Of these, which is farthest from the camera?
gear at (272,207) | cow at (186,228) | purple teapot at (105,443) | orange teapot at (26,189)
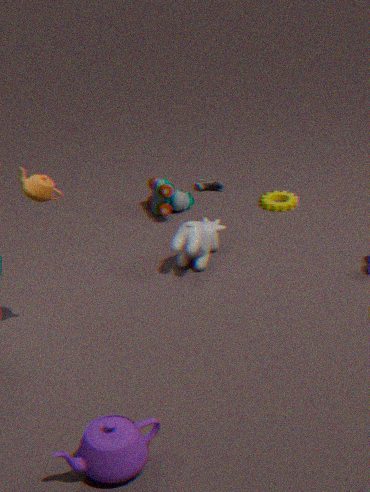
gear at (272,207)
